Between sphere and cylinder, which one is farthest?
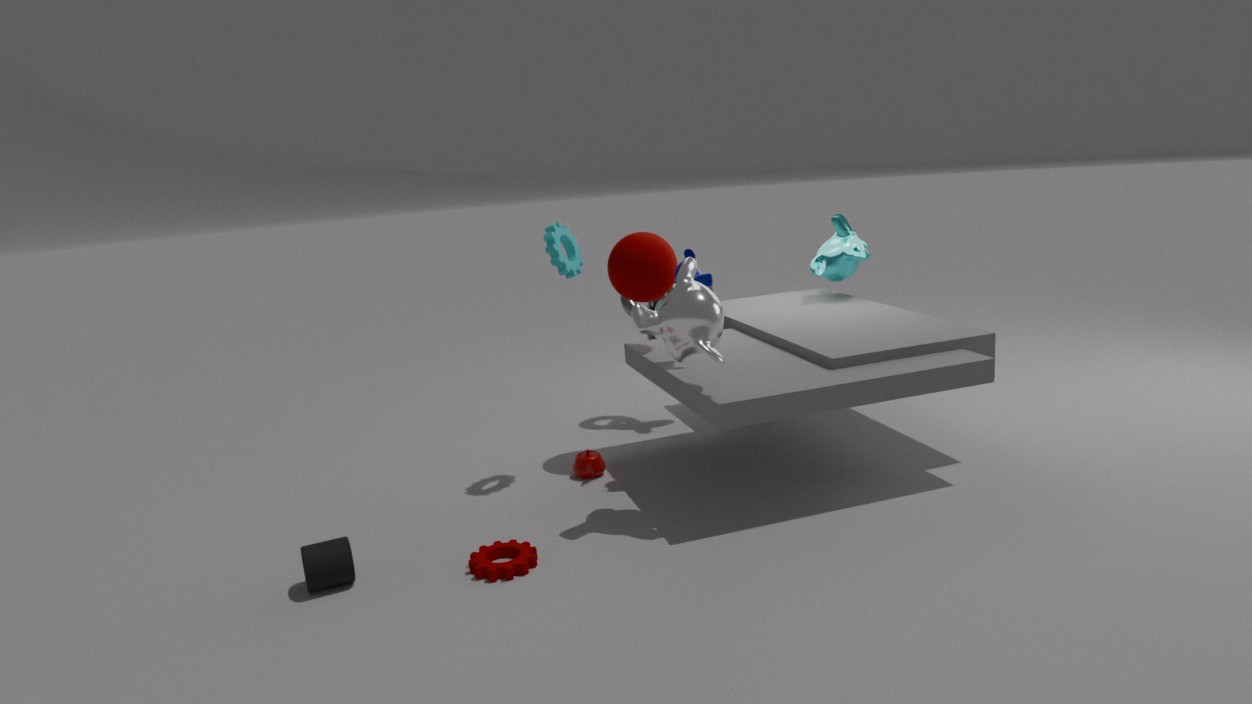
sphere
